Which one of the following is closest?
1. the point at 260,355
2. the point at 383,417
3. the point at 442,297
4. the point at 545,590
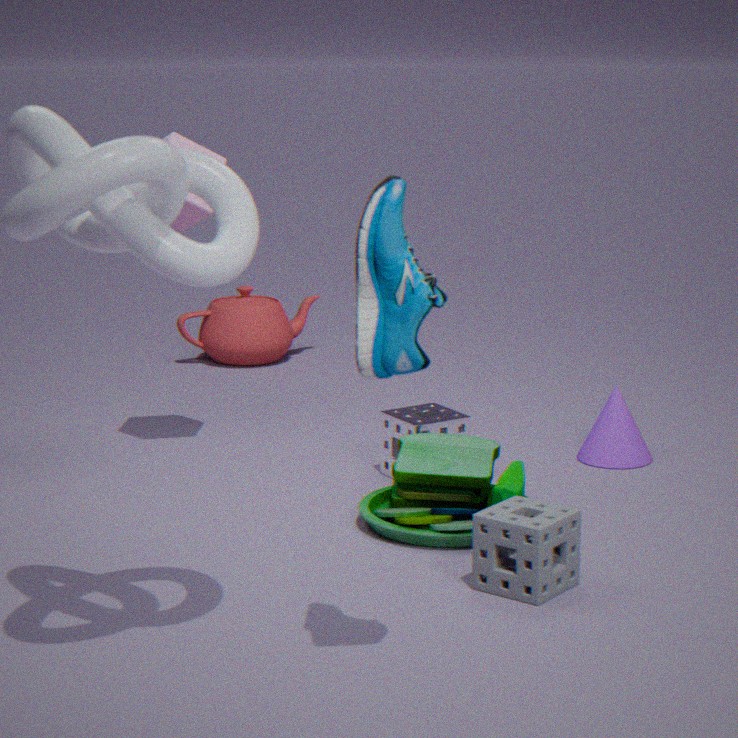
the point at 442,297
